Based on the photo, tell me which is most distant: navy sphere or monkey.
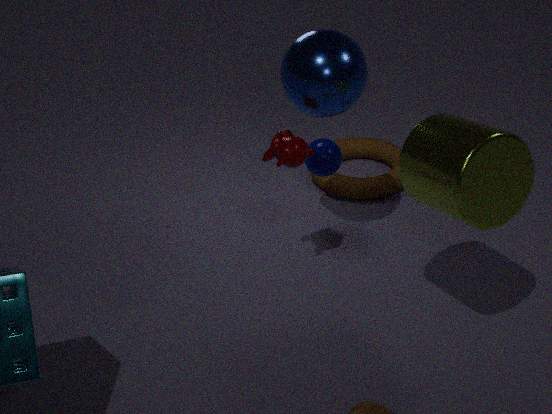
navy sphere
